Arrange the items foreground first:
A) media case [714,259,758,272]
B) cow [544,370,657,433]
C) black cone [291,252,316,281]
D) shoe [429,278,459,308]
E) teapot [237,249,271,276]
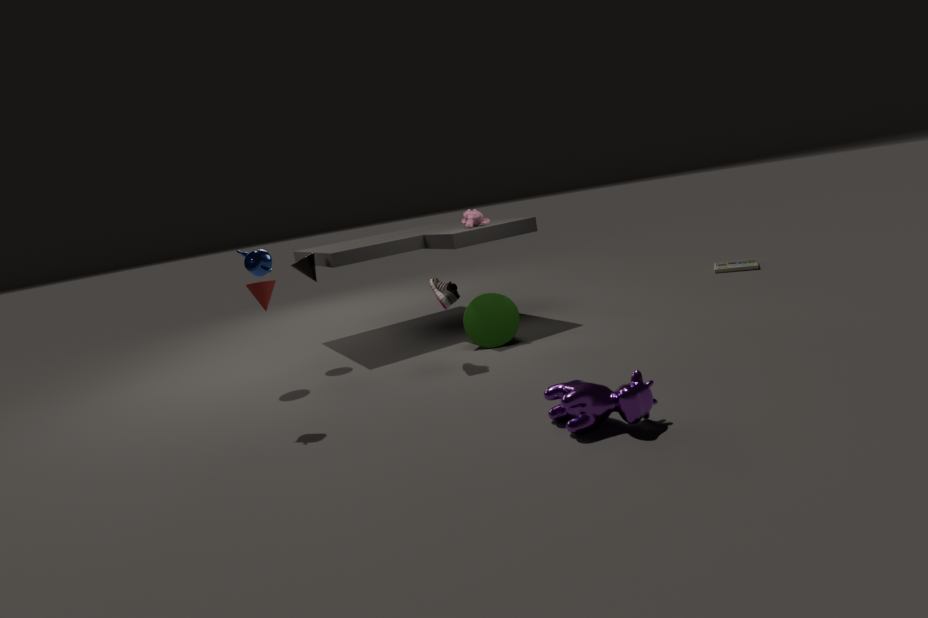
cow [544,370,657,433] → teapot [237,249,271,276] → shoe [429,278,459,308] → black cone [291,252,316,281] → media case [714,259,758,272]
